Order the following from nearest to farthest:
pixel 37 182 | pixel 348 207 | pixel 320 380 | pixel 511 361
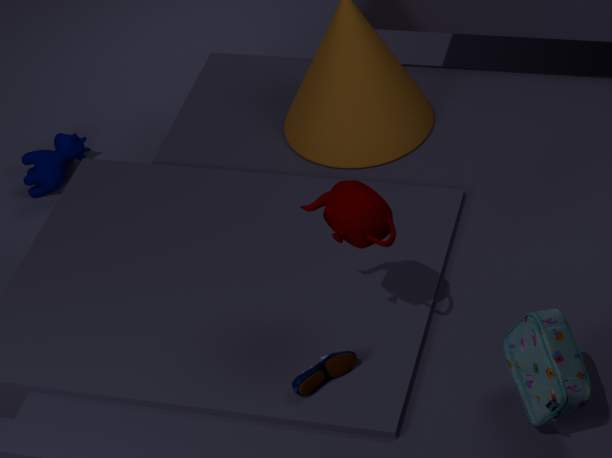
pixel 348 207 < pixel 511 361 < pixel 320 380 < pixel 37 182
